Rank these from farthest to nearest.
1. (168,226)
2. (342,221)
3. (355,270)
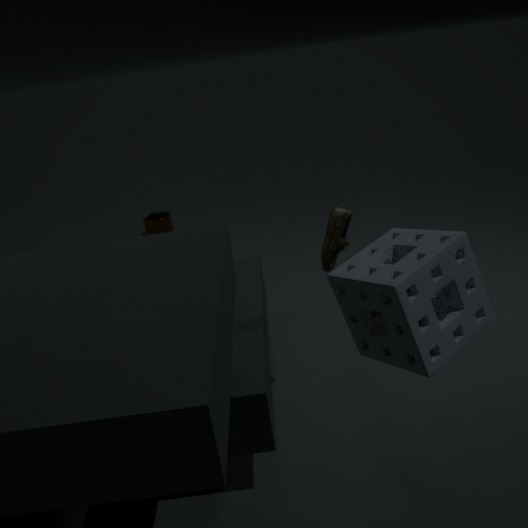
(168,226)
(342,221)
(355,270)
